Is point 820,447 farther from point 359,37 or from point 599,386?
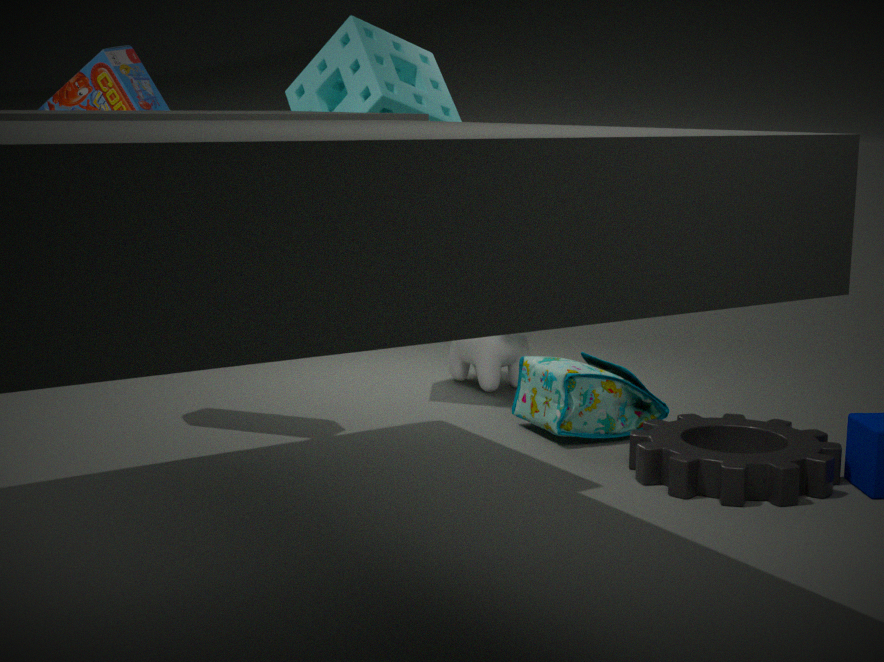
point 359,37
